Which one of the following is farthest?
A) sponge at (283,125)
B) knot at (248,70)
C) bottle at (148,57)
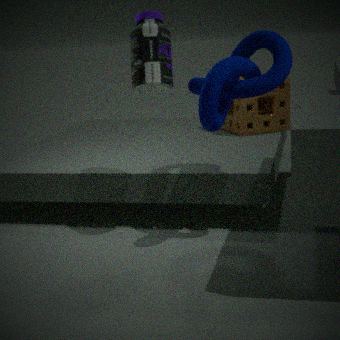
sponge at (283,125)
